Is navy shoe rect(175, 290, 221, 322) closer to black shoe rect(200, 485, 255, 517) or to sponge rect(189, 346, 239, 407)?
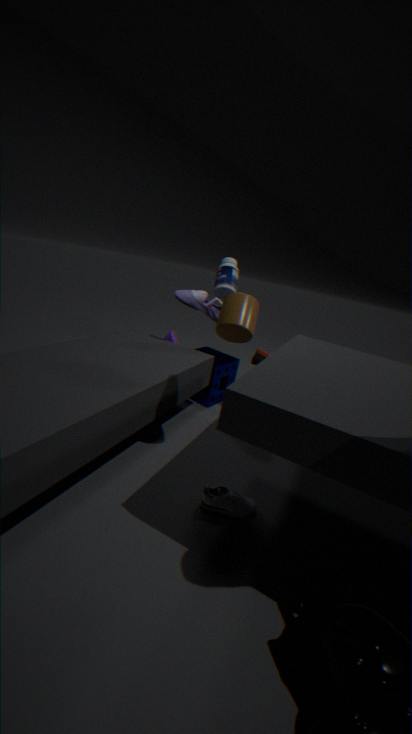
sponge rect(189, 346, 239, 407)
